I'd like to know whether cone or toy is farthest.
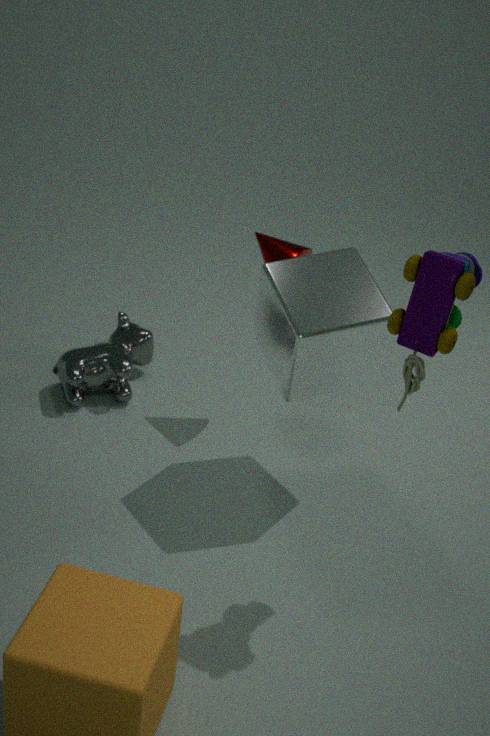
cone
